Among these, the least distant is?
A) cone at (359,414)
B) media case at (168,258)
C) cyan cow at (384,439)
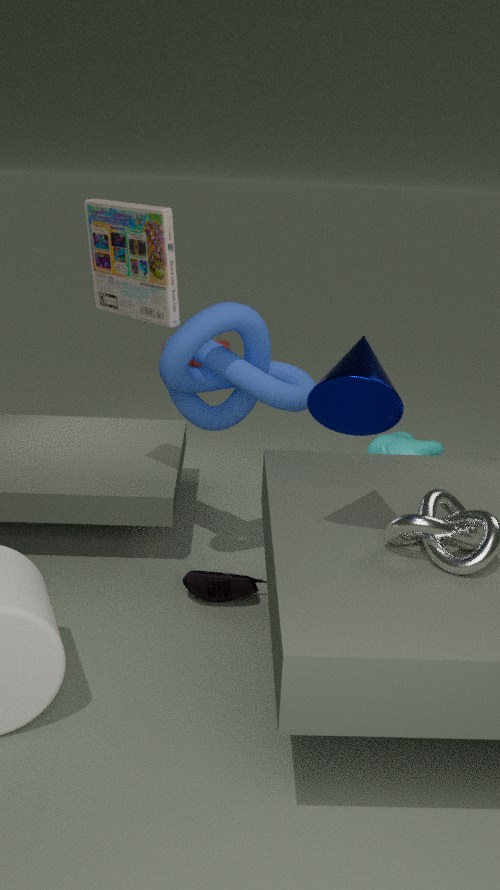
cone at (359,414)
